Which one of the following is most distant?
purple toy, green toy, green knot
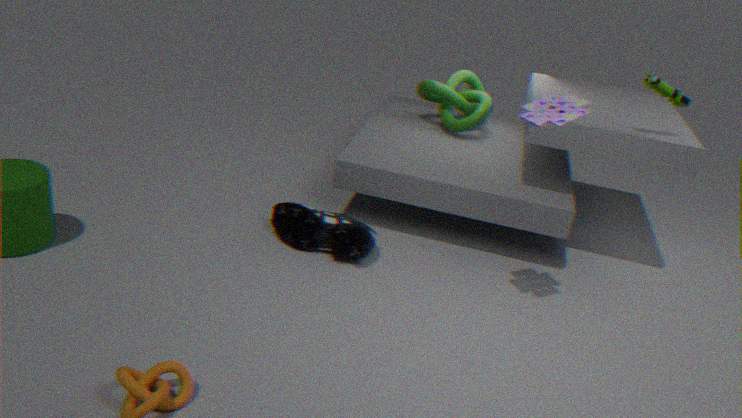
green knot
